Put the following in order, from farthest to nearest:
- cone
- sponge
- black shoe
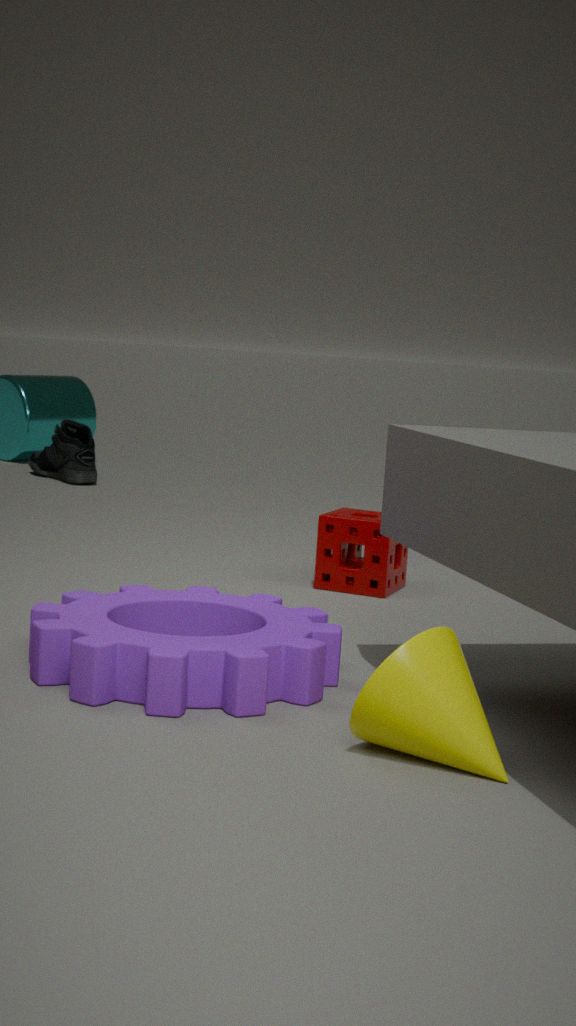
black shoe → sponge → cone
